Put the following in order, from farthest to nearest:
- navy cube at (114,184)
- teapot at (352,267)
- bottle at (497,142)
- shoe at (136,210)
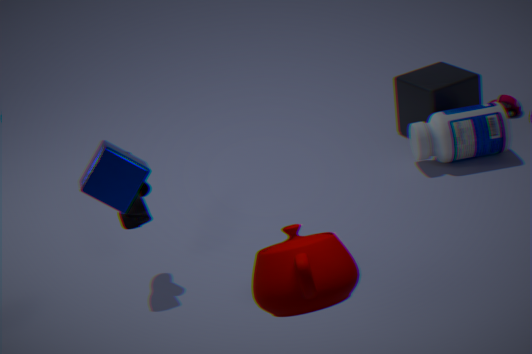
bottle at (497,142) → shoe at (136,210) → navy cube at (114,184) → teapot at (352,267)
